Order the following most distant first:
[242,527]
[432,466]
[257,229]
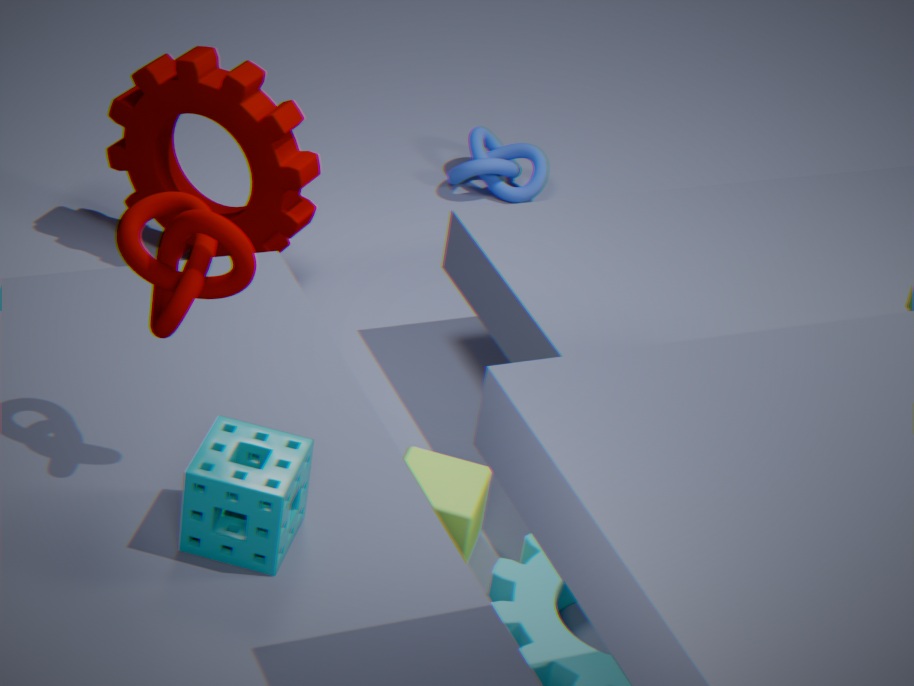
[257,229] → [432,466] → [242,527]
